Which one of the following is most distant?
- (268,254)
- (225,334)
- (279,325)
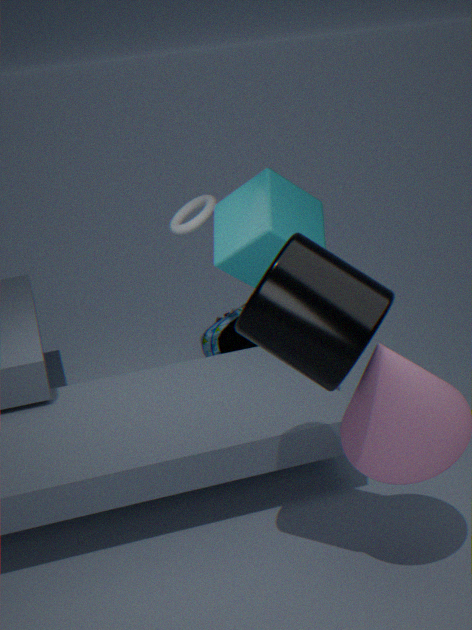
(225,334)
